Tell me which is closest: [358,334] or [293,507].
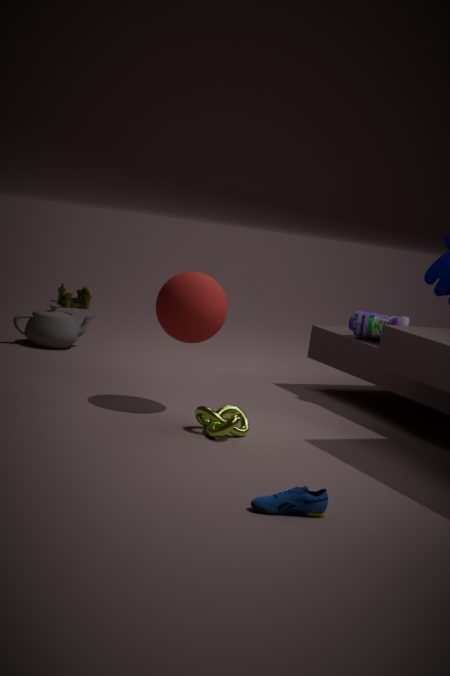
[293,507]
